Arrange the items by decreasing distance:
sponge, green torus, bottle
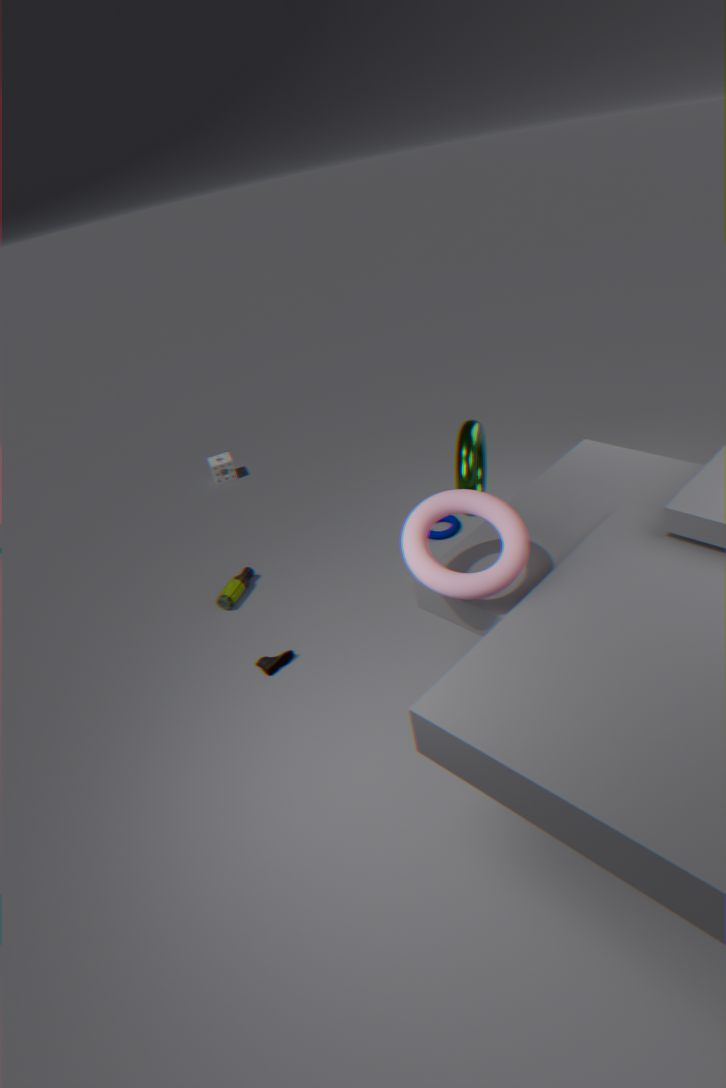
sponge
bottle
green torus
